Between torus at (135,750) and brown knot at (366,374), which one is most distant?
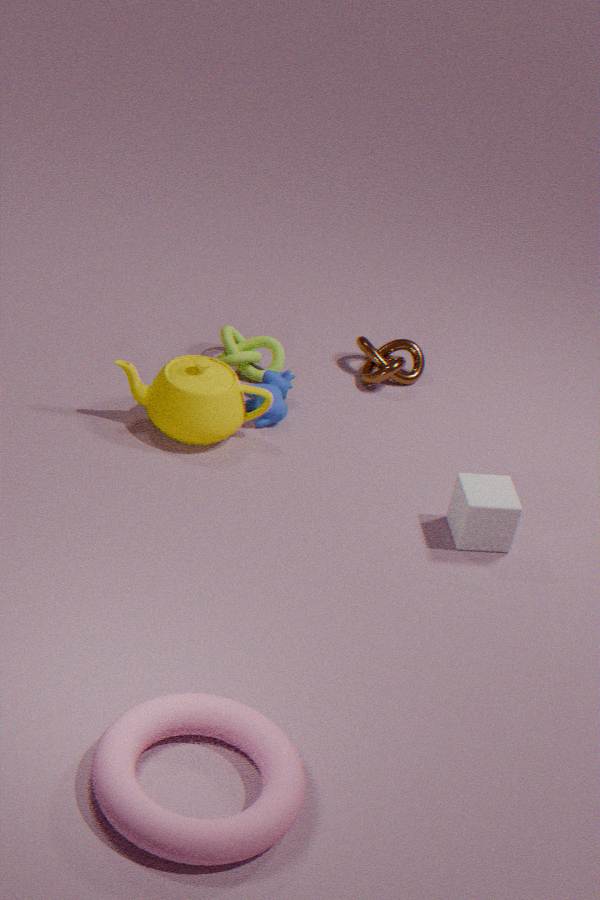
brown knot at (366,374)
